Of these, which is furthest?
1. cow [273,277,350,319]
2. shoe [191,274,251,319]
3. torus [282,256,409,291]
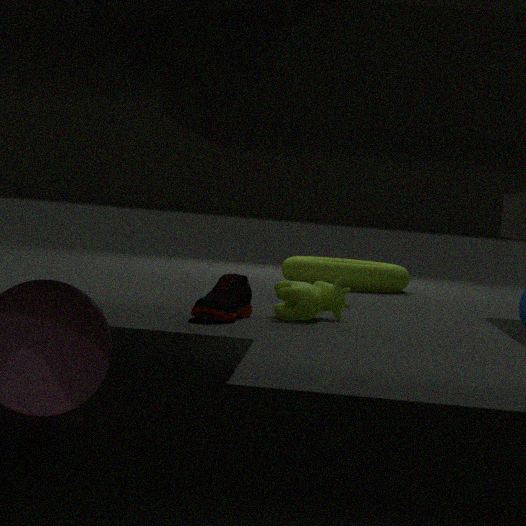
torus [282,256,409,291]
